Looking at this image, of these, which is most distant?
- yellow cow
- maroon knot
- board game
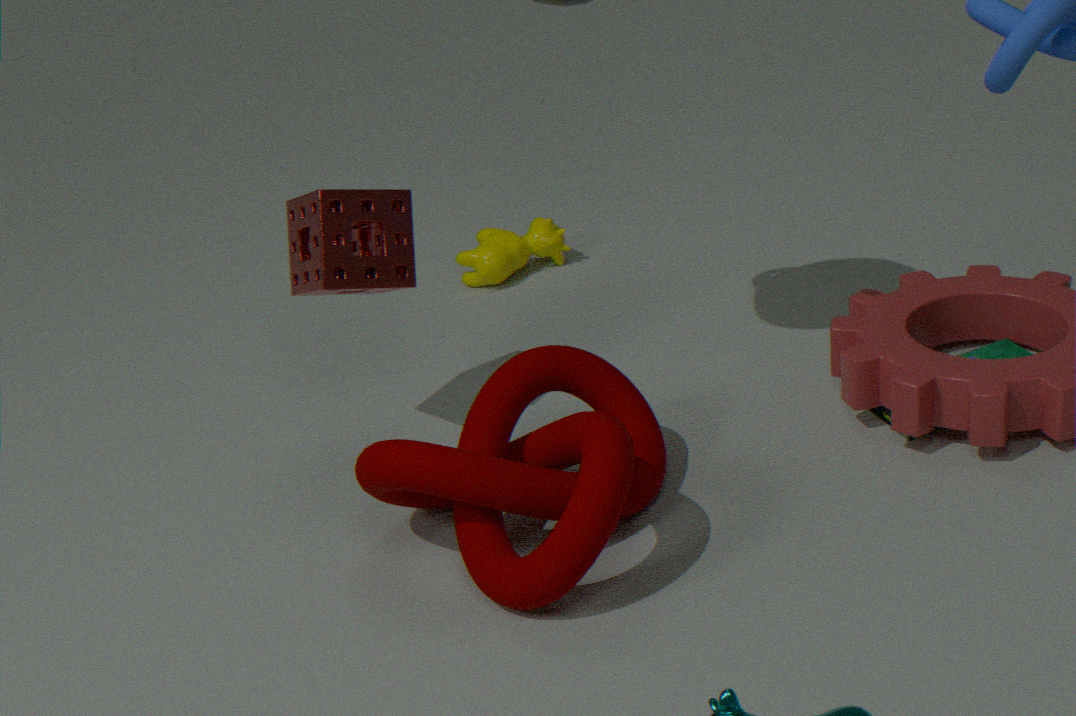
yellow cow
